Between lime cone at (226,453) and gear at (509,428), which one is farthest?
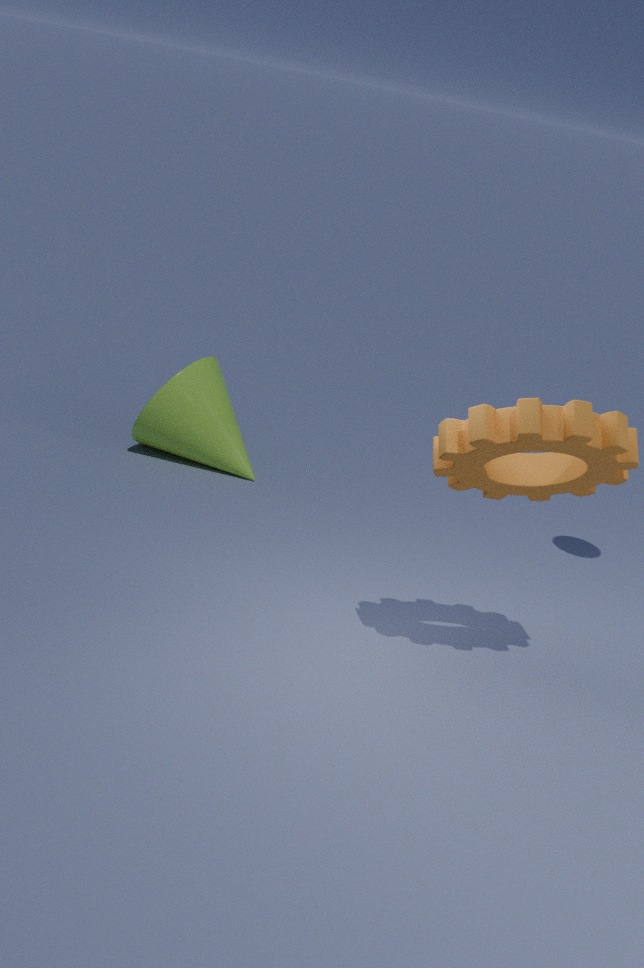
lime cone at (226,453)
